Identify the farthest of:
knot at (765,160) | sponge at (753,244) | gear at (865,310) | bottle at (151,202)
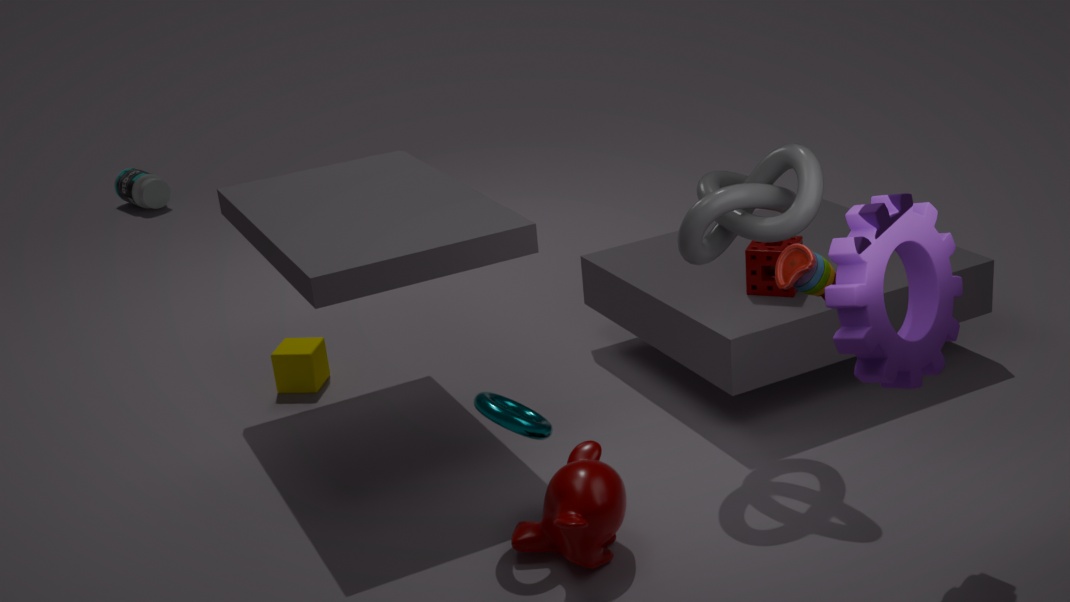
bottle at (151,202)
